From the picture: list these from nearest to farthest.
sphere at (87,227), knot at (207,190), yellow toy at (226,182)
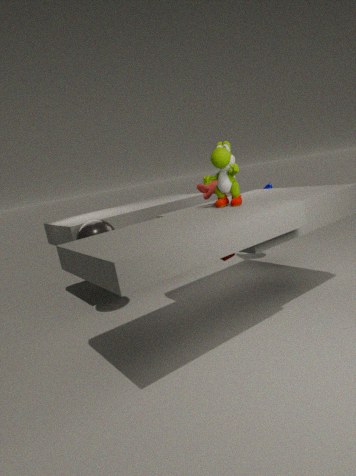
yellow toy at (226,182)
knot at (207,190)
sphere at (87,227)
